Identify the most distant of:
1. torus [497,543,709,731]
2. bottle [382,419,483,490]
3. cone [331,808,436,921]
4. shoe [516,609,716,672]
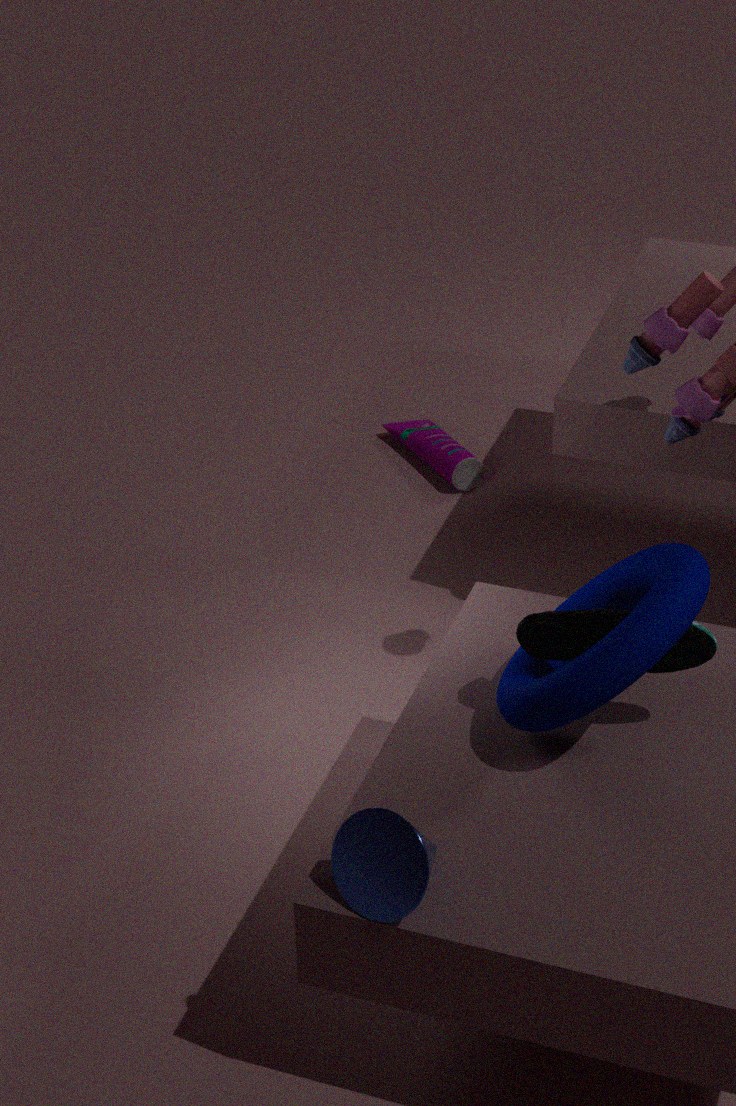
bottle [382,419,483,490]
